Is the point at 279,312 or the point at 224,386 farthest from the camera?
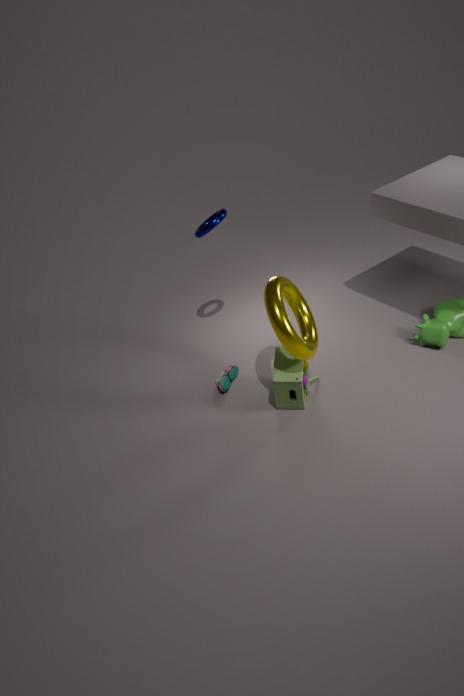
the point at 224,386
